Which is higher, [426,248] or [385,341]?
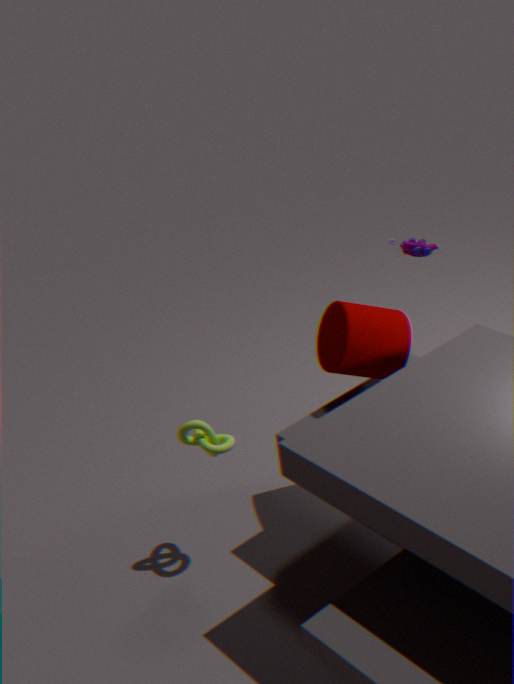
[426,248]
